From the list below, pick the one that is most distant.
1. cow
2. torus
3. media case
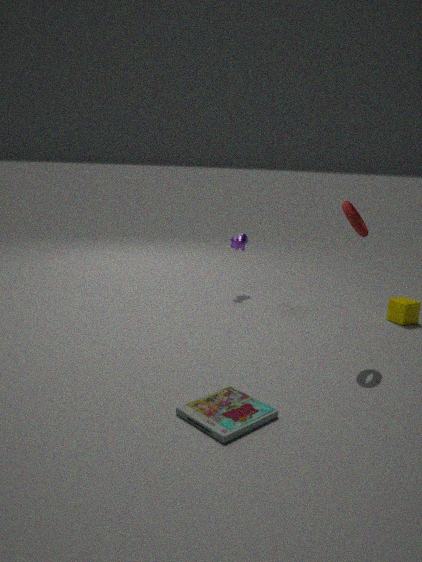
cow
